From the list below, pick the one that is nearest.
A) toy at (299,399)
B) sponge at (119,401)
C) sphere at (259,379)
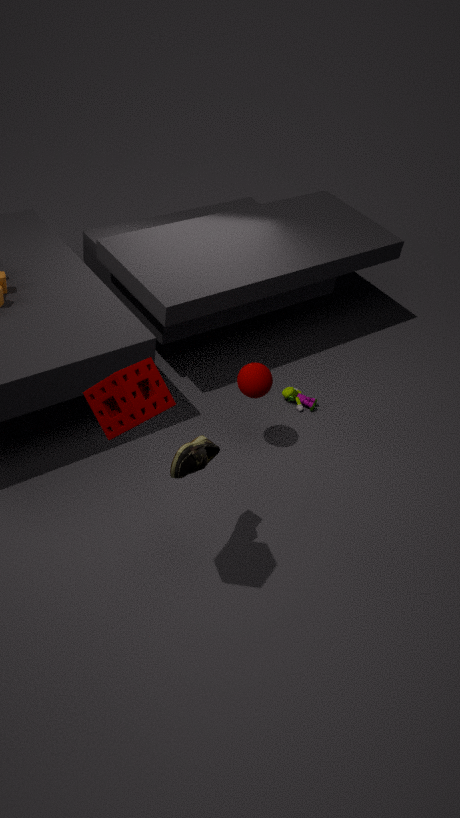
sponge at (119,401)
